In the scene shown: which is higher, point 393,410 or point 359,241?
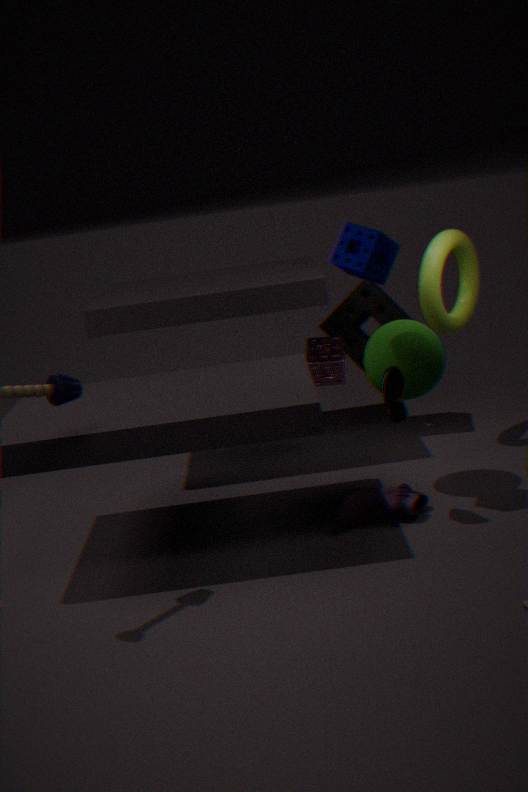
point 359,241
